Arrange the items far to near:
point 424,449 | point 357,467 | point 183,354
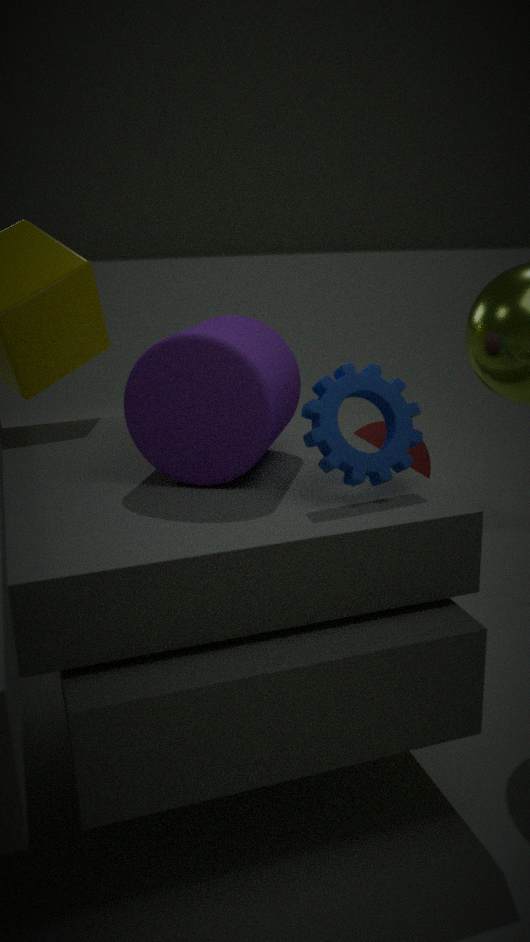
point 424,449 → point 183,354 → point 357,467
